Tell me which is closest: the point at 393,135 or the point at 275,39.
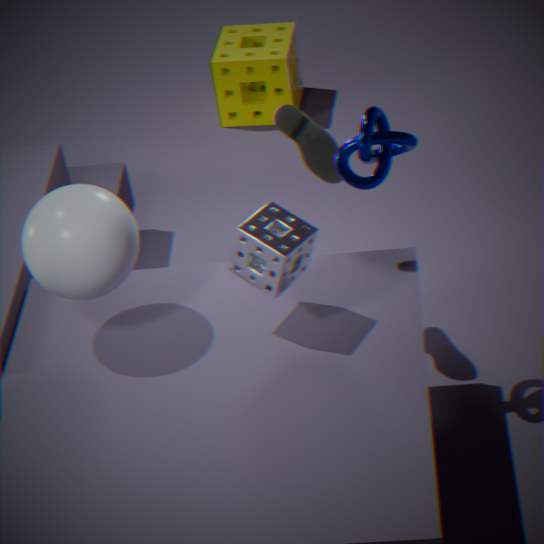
the point at 393,135
